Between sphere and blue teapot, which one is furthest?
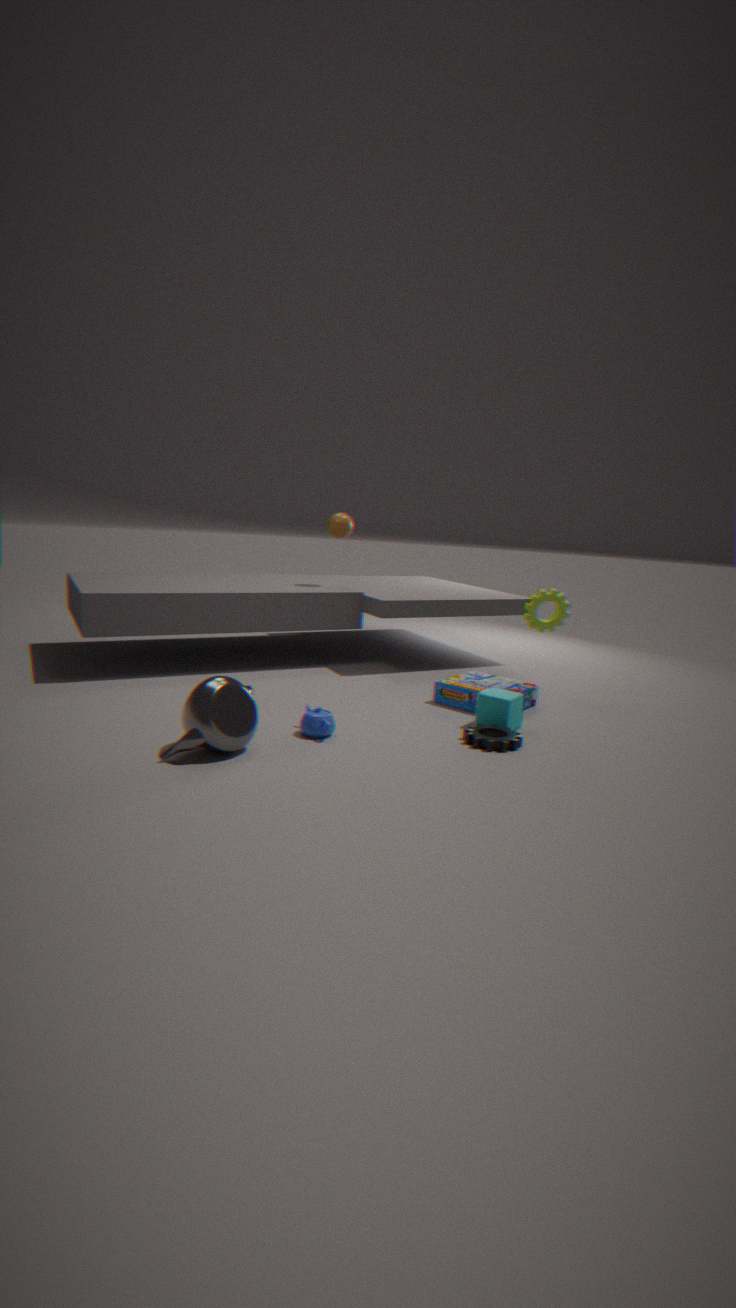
sphere
